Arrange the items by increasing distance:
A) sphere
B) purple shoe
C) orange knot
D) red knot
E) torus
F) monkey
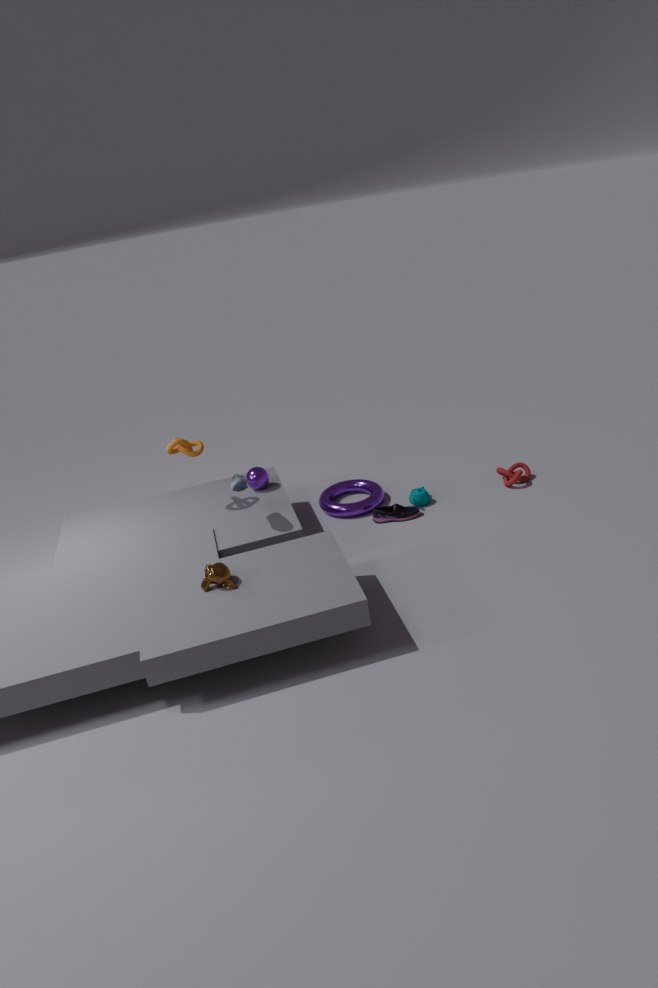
monkey → orange knot → sphere → purple shoe → torus → red knot
